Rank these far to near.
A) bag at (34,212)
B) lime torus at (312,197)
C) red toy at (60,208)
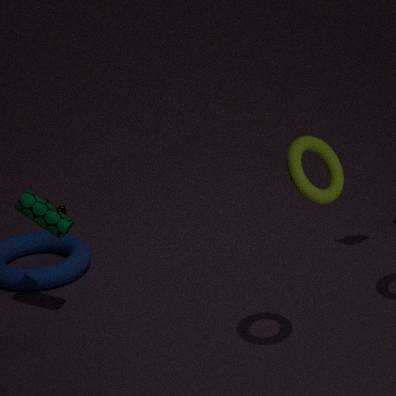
1. red toy at (60,208)
2. bag at (34,212)
3. lime torus at (312,197)
